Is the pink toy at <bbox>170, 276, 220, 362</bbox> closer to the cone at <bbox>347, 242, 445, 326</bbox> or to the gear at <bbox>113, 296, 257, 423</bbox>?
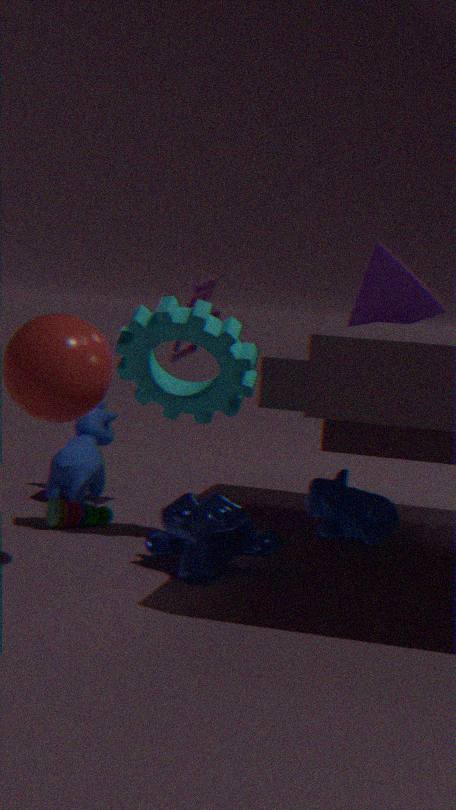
the gear at <bbox>113, 296, 257, 423</bbox>
